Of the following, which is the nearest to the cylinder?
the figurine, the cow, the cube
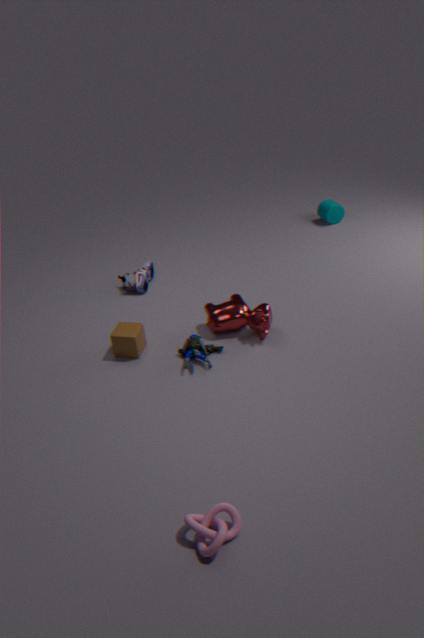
the cow
